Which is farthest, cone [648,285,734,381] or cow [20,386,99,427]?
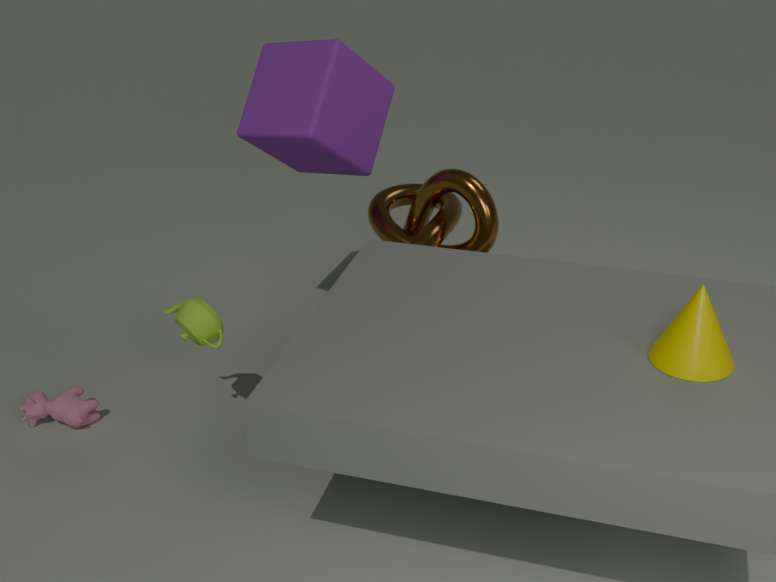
cow [20,386,99,427]
